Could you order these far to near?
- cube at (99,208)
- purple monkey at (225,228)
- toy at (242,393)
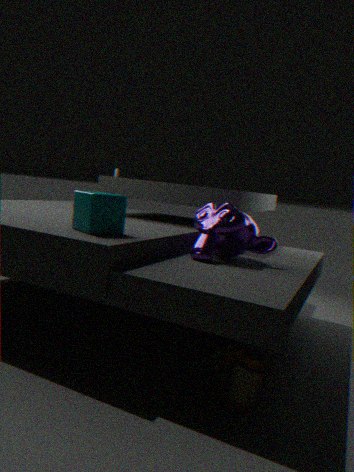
purple monkey at (225,228), cube at (99,208), toy at (242,393)
